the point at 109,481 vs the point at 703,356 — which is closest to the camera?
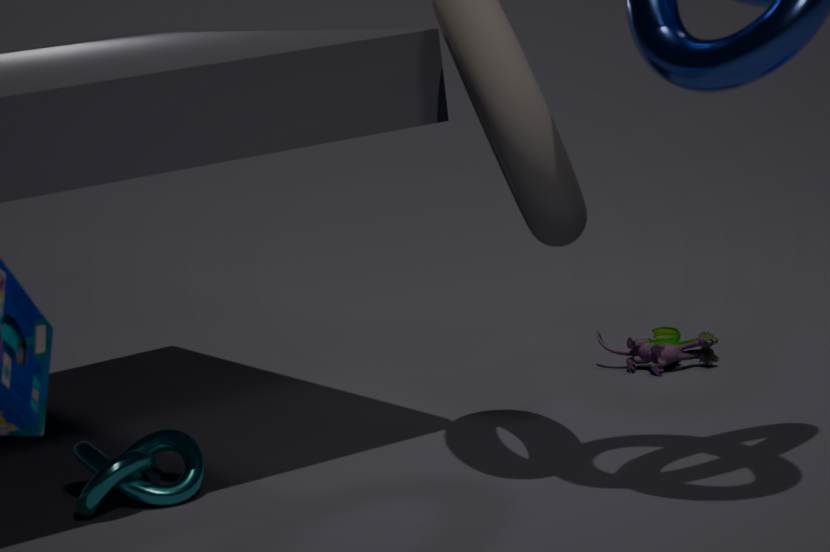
the point at 109,481
